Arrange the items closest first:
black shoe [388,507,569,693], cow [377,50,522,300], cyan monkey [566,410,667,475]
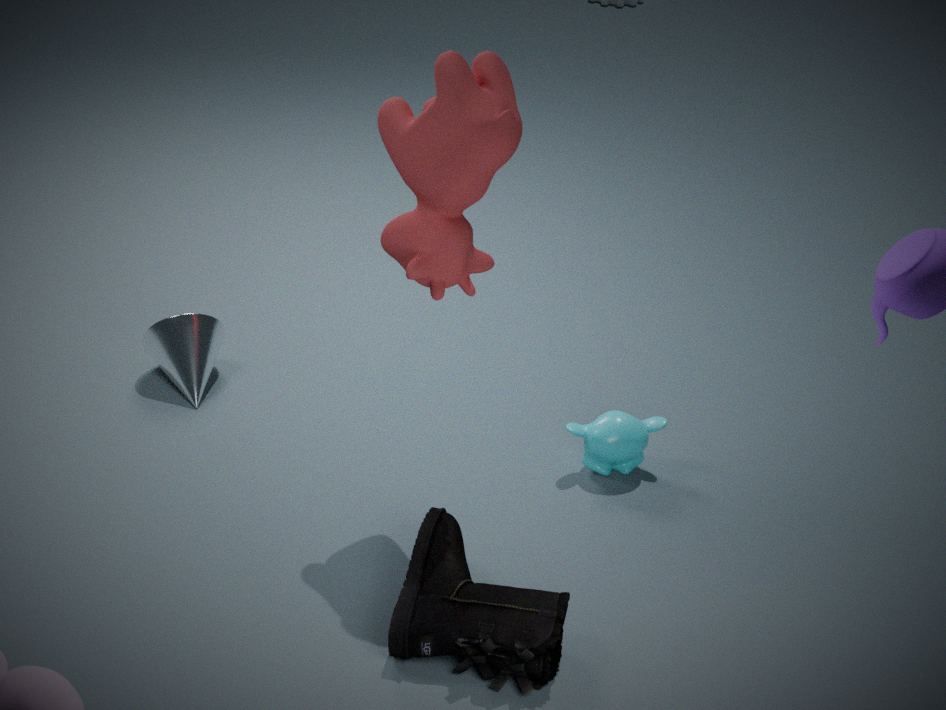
black shoe [388,507,569,693], cow [377,50,522,300], cyan monkey [566,410,667,475]
